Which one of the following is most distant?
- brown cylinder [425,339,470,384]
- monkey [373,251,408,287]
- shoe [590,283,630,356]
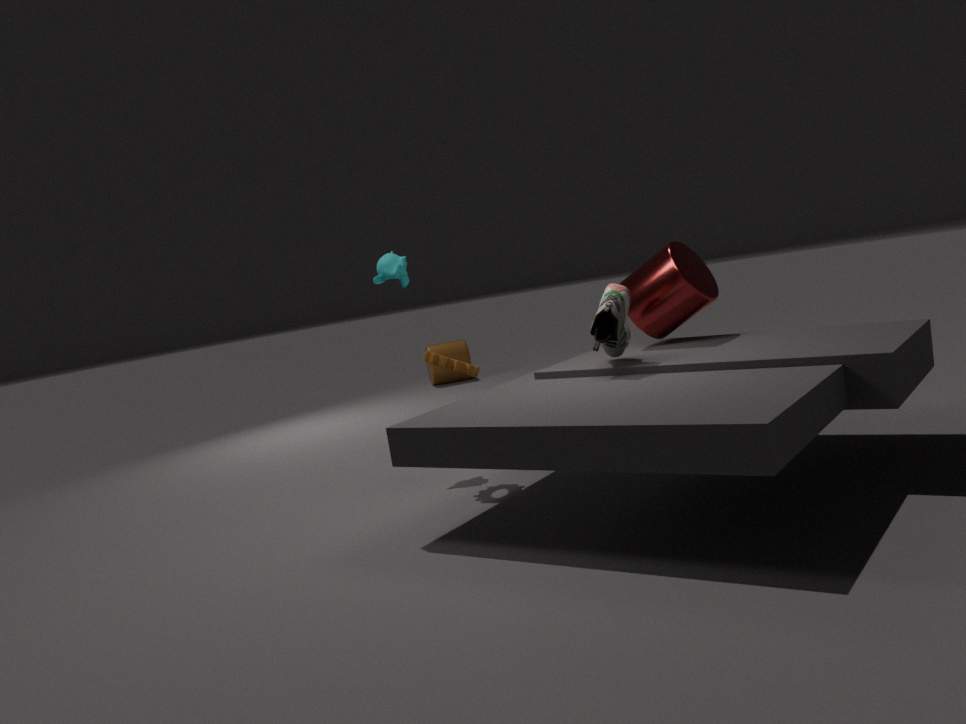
brown cylinder [425,339,470,384]
